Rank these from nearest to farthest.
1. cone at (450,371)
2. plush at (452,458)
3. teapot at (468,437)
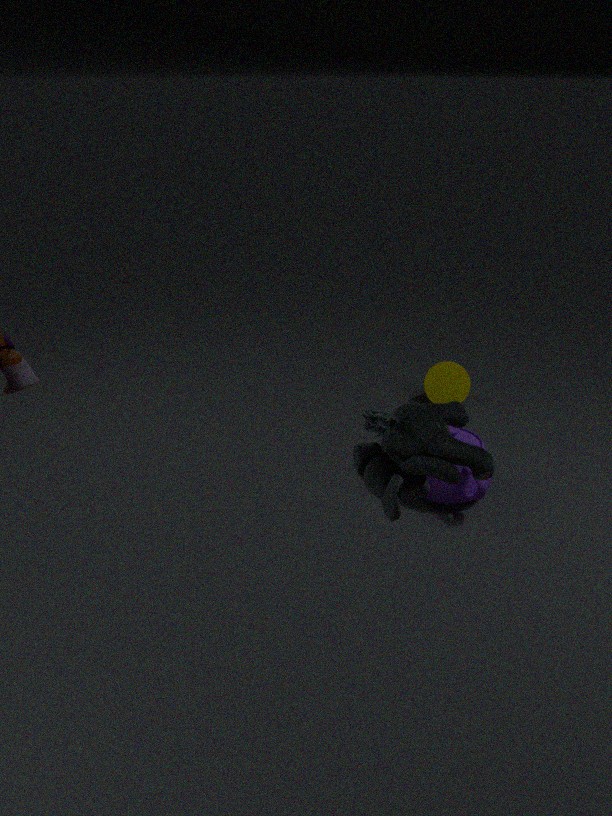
plush at (452,458) → teapot at (468,437) → cone at (450,371)
